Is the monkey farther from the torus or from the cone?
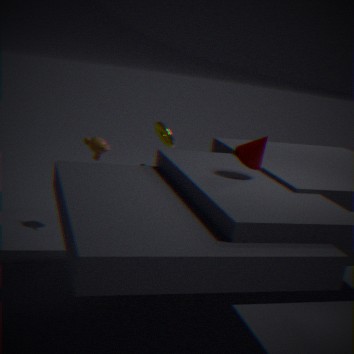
the cone
